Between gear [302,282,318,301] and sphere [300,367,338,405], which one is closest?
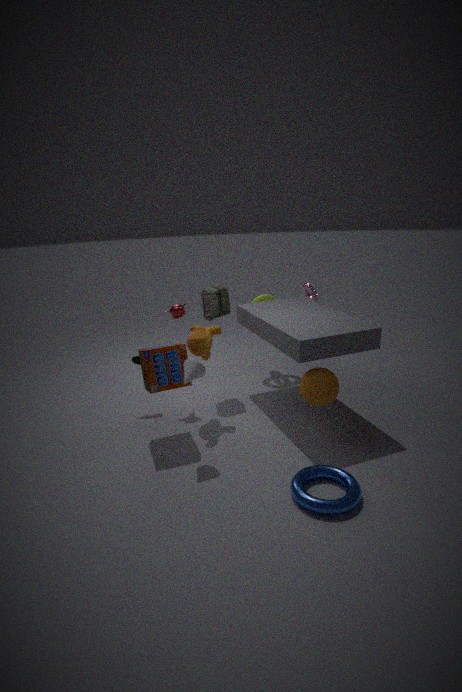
sphere [300,367,338,405]
